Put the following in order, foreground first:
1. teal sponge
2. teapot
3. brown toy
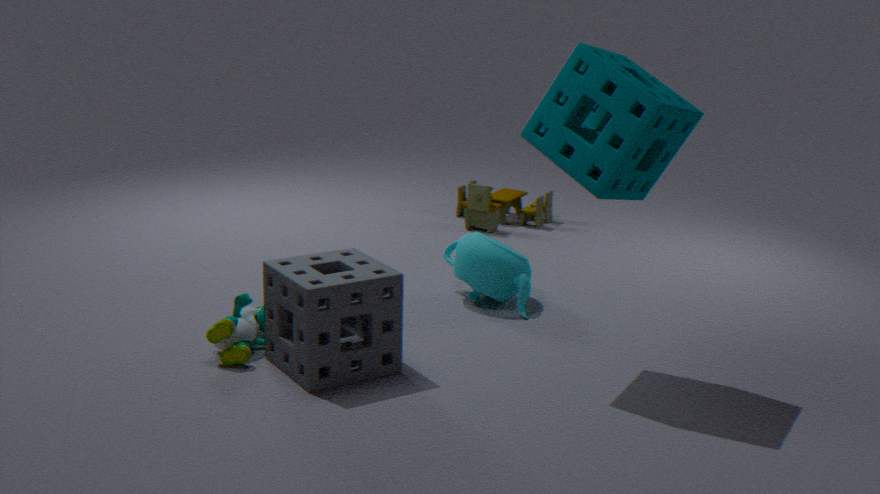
teal sponge → teapot → brown toy
